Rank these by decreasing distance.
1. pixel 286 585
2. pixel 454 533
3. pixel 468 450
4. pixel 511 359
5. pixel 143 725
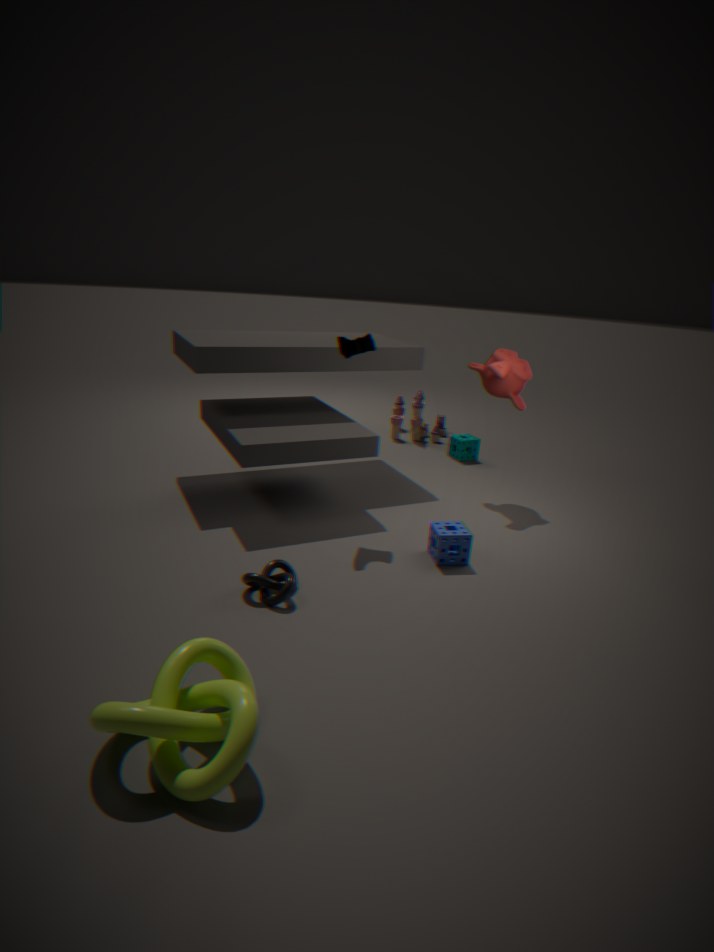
pixel 468 450, pixel 511 359, pixel 454 533, pixel 286 585, pixel 143 725
